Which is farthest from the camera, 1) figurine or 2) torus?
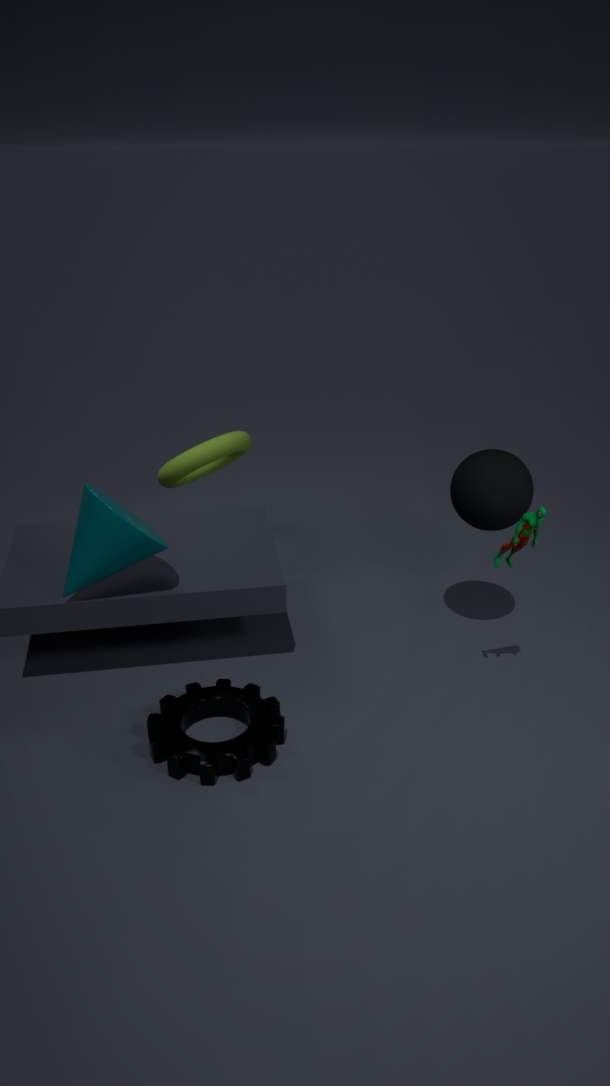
2. torus
